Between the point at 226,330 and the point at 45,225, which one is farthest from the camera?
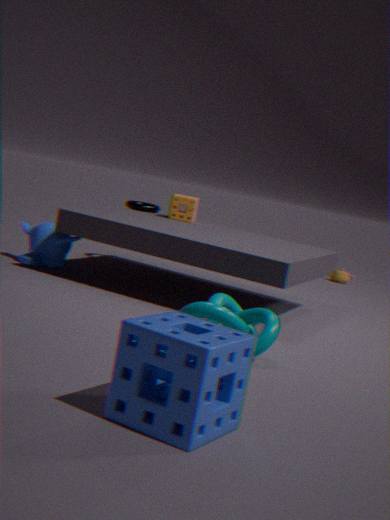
the point at 45,225
